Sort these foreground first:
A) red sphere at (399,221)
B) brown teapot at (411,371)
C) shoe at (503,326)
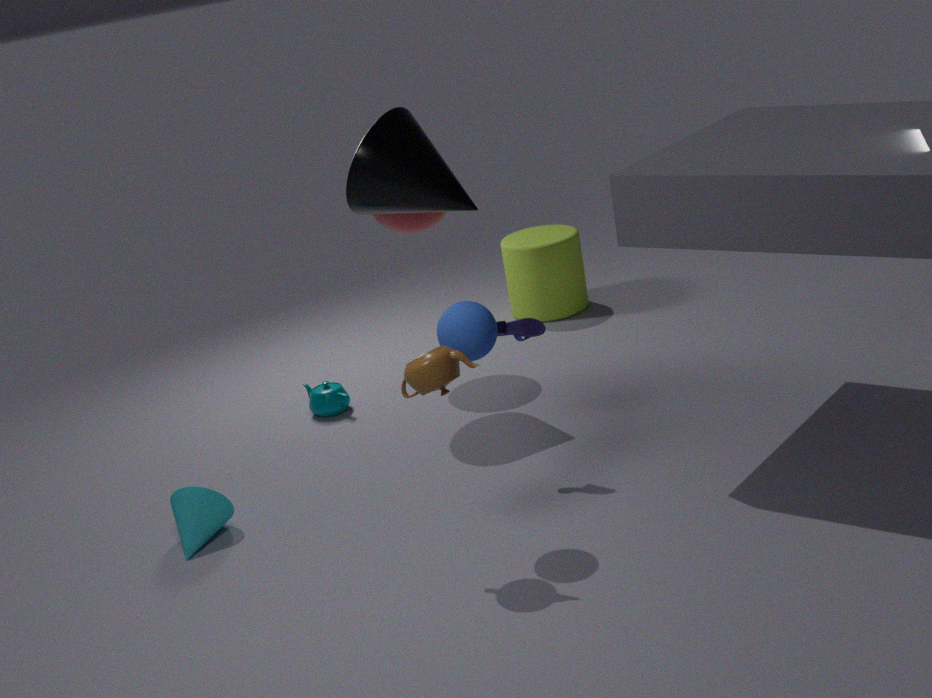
brown teapot at (411,371) → shoe at (503,326) → red sphere at (399,221)
